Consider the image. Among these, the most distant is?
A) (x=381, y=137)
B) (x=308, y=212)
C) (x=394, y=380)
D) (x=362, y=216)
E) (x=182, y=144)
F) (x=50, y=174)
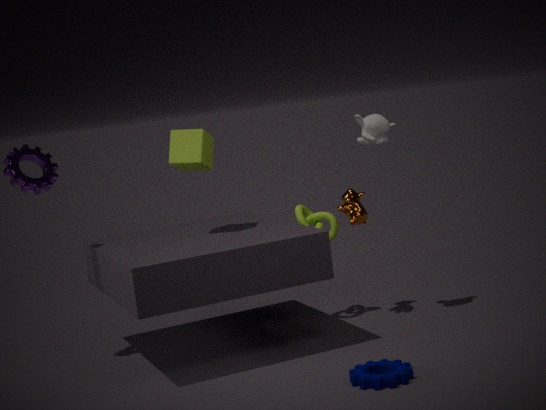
(x=308, y=212)
